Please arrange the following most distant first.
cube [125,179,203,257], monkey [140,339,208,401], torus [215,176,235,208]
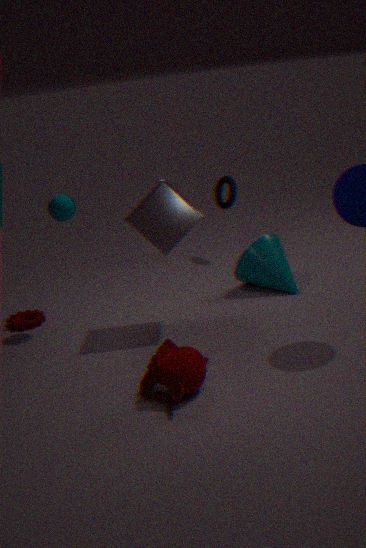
1. torus [215,176,235,208]
2. cube [125,179,203,257]
3. monkey [140,339,208,401]
